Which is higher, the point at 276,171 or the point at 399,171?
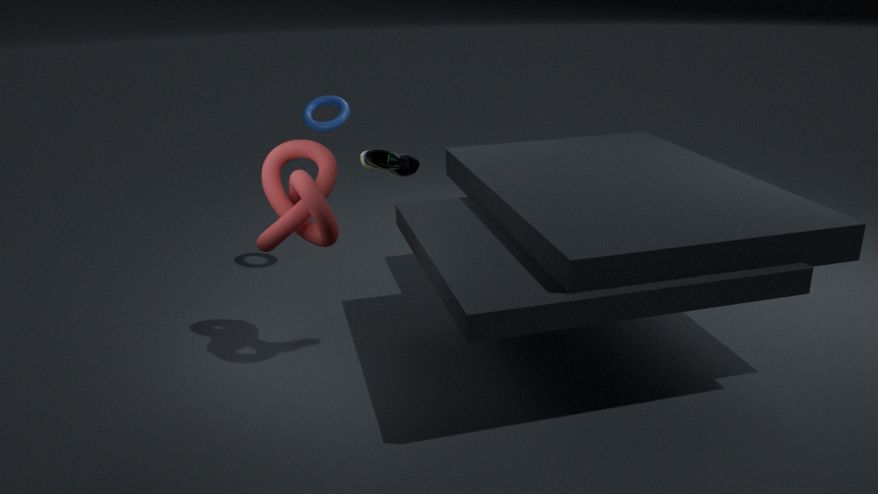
→ the point at 399,171
